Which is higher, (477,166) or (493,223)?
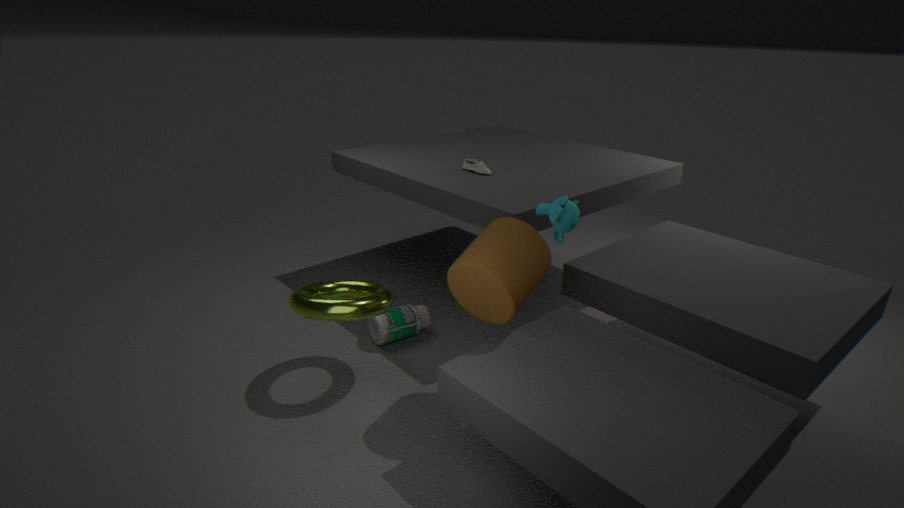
(477,166)
